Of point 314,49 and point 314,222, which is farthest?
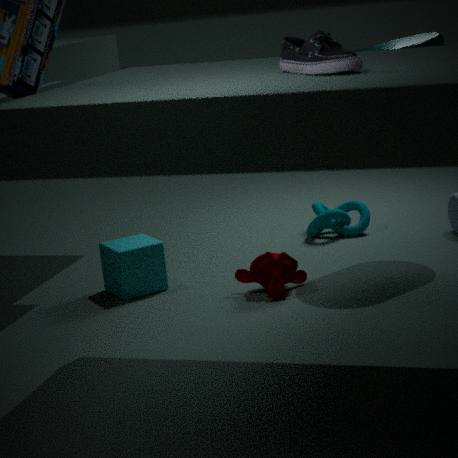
point 314,222
